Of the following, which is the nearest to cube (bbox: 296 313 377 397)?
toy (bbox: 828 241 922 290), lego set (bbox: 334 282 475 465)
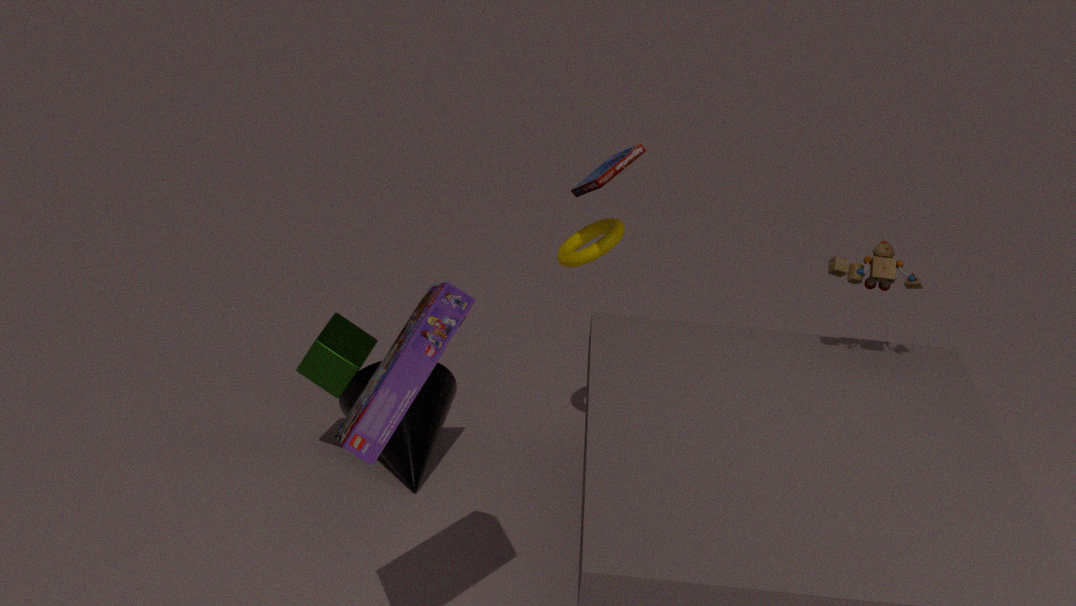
lego set (bbox: 334 282 475 465)
